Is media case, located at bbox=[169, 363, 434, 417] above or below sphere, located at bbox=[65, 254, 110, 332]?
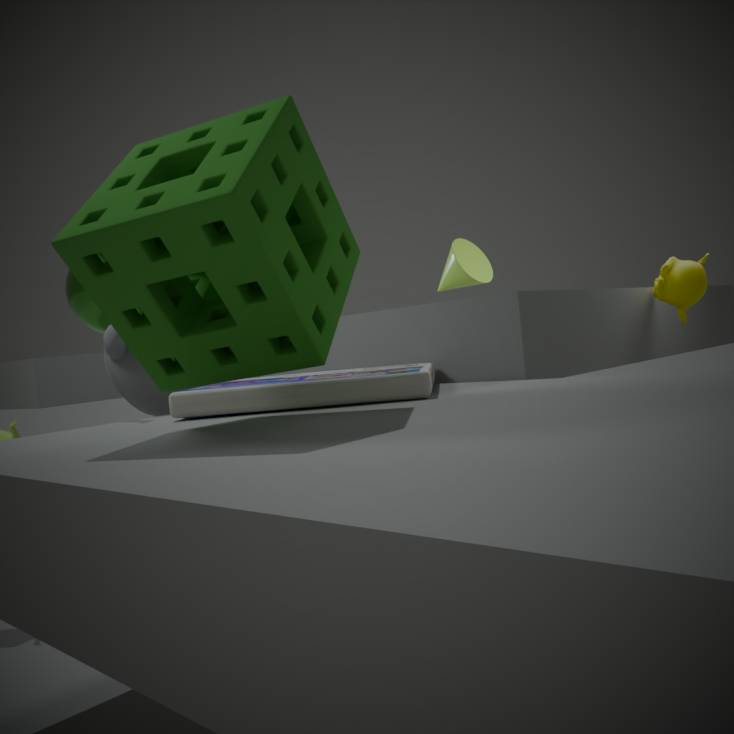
below
